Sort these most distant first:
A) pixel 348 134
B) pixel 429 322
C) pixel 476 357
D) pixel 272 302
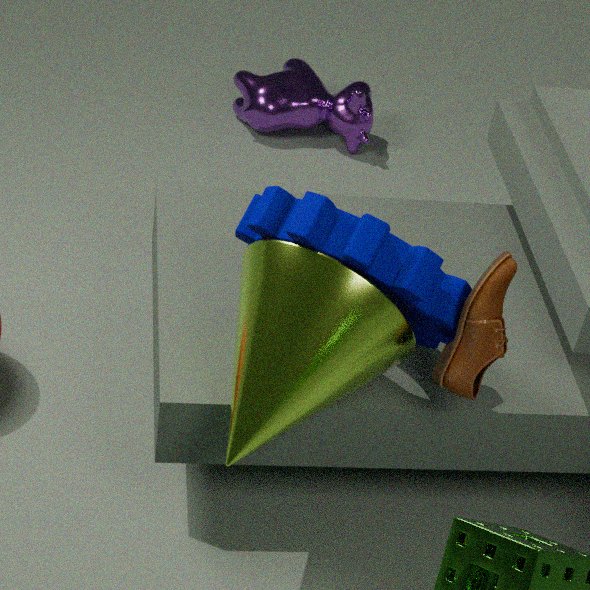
A. pixel 348 134
B. pixel 429 322
C. pixel 476 357
D. pixel 272 302
